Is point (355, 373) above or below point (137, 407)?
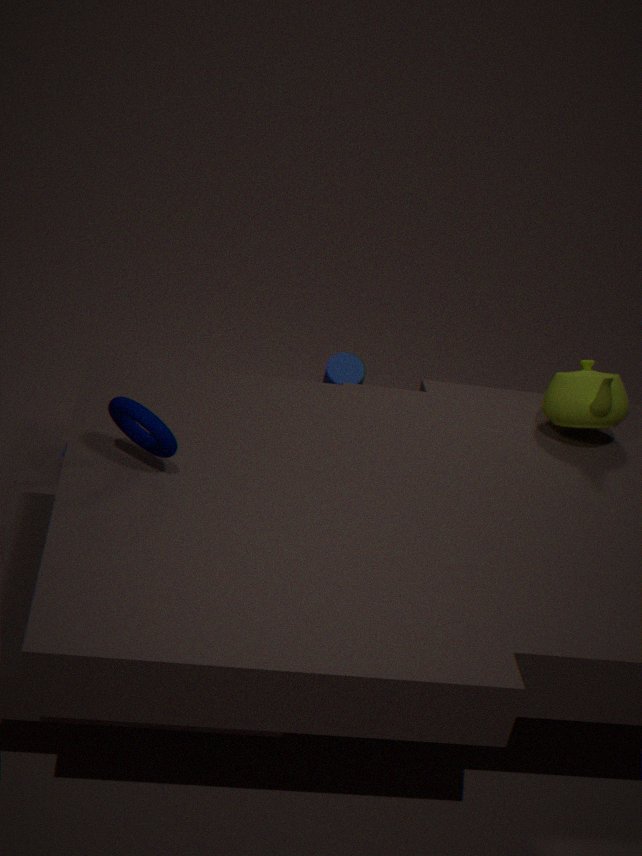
below
